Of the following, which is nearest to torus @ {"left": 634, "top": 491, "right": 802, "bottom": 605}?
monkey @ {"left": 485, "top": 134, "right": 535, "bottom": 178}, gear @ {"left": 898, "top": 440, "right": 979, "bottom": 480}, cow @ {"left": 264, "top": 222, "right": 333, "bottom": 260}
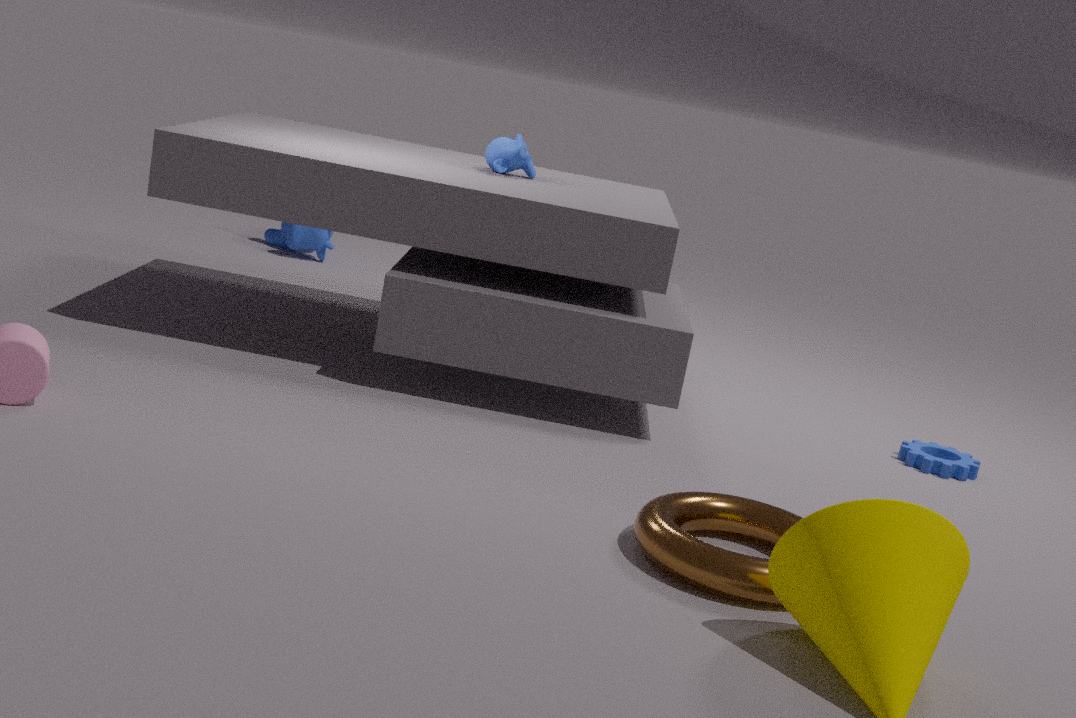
gear @ {"left": 898, "top": 440, "right": 979, "bottom": 480}
